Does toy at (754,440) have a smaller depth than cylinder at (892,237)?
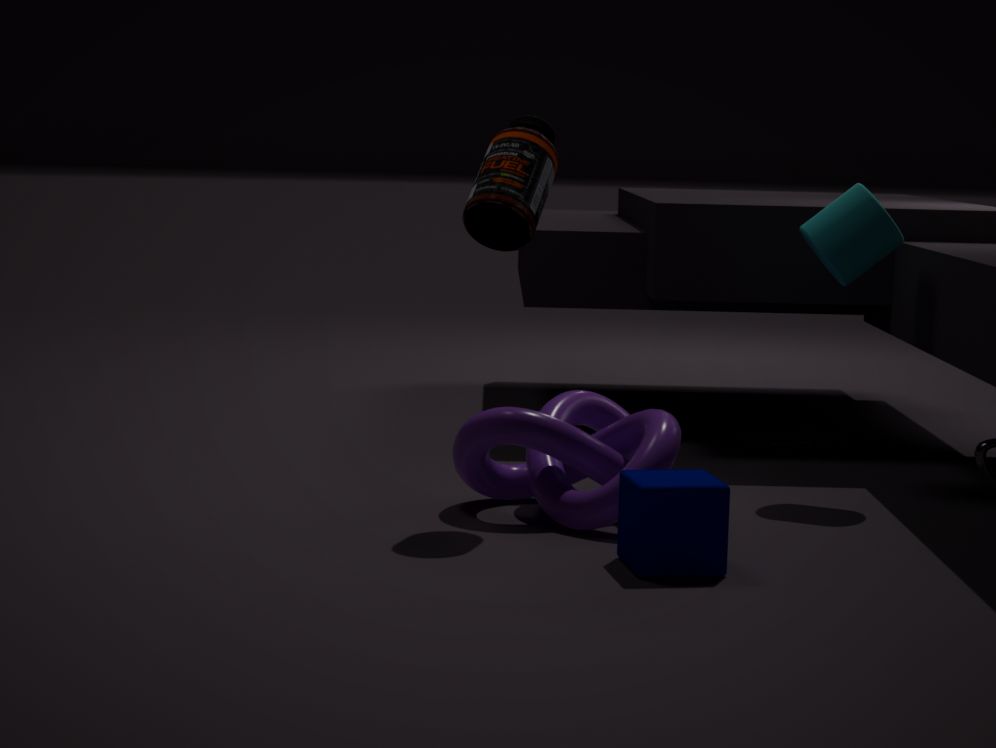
No
